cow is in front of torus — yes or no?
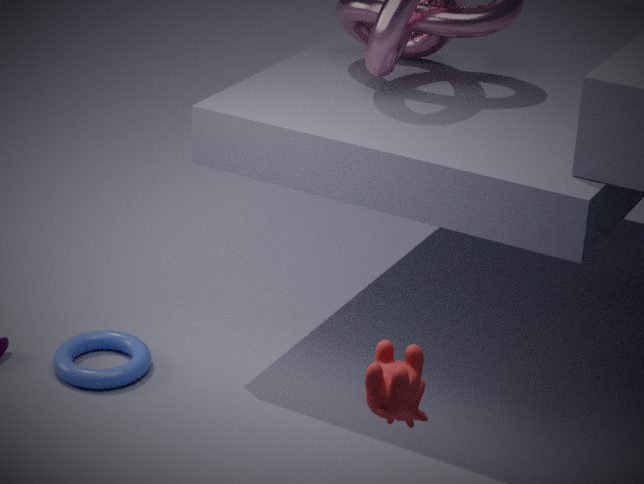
Yes
